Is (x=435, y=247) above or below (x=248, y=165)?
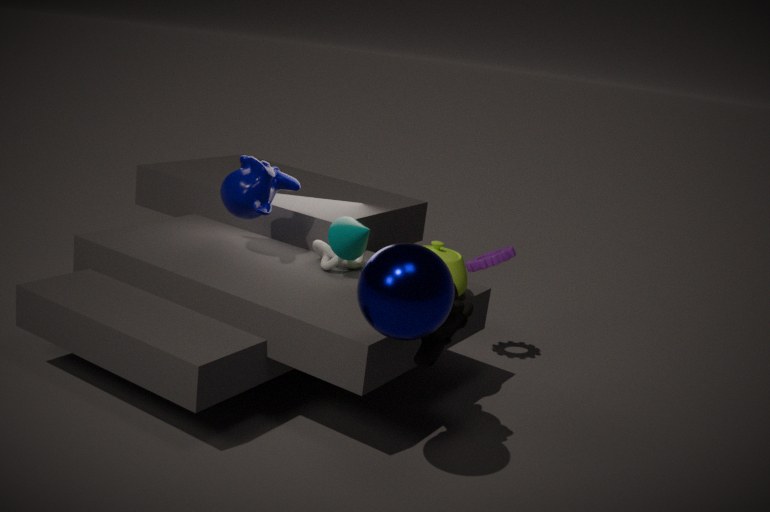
below
